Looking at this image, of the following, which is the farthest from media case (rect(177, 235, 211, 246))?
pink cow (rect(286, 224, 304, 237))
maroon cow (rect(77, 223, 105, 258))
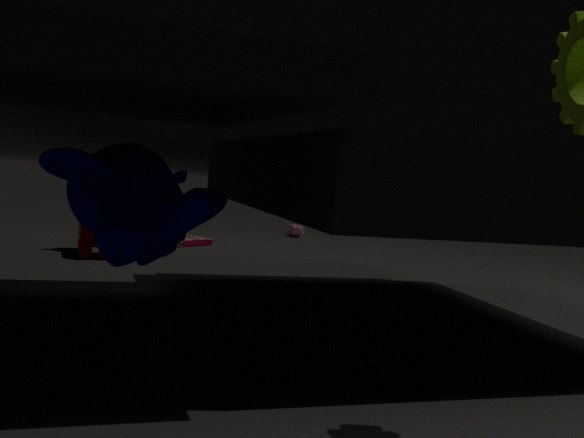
pink cow (rect(286, 224, 304, 237))
